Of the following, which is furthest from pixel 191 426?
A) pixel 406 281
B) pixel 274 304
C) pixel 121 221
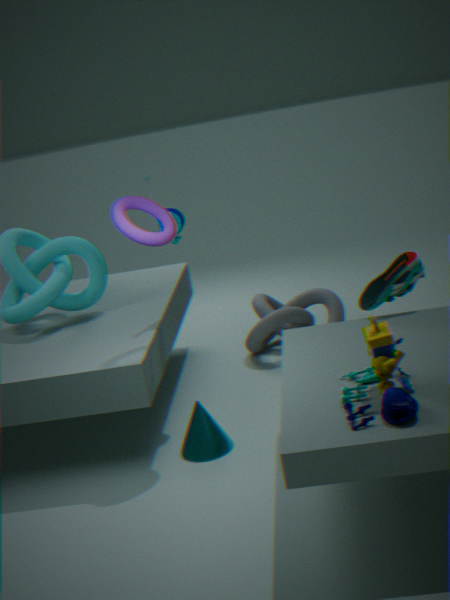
pixel 274 304
